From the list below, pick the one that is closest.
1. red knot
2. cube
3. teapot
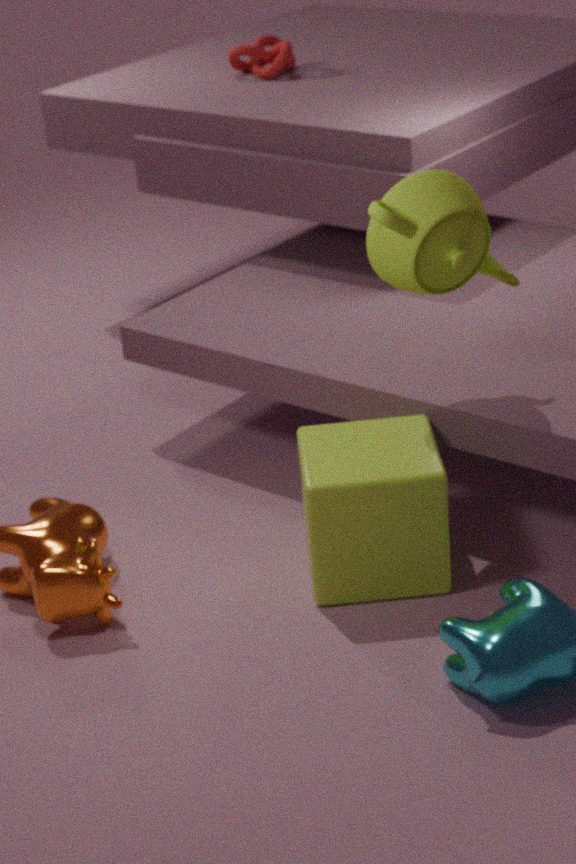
teapot
